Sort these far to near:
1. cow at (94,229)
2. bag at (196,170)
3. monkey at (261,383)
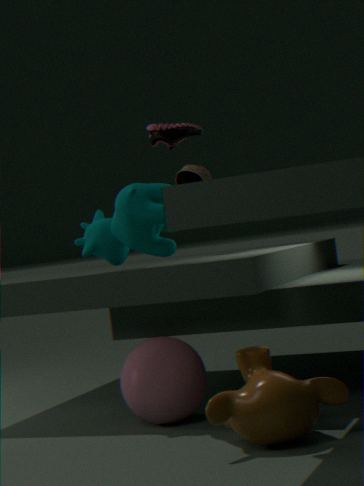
1. bag at (196,170)
2. cow at (94,229)
3. monkey at (261,383)
